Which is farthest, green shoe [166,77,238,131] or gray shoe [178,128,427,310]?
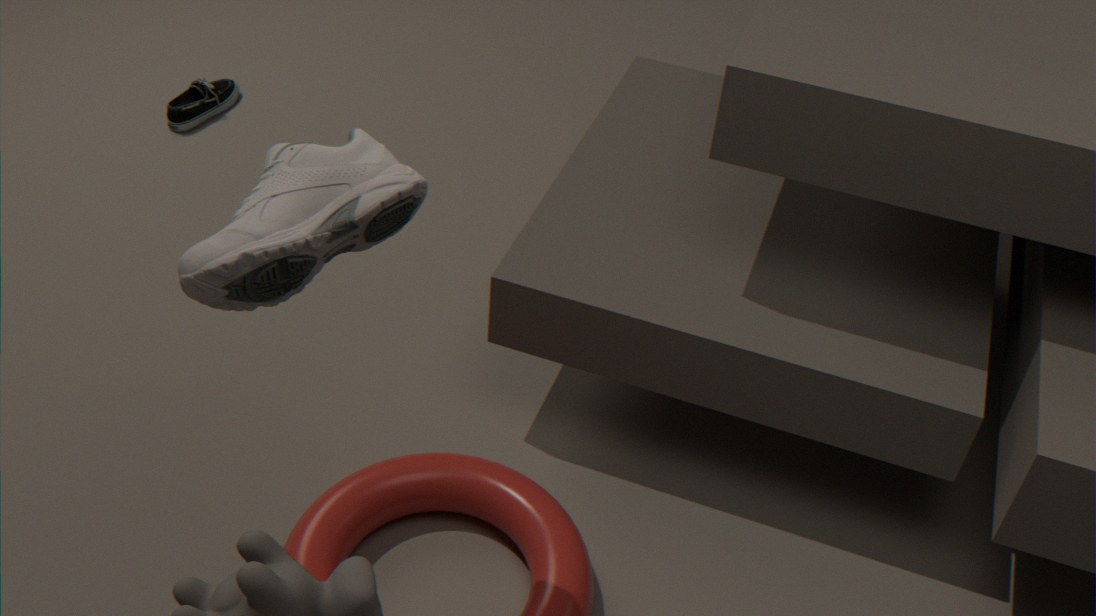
green shoe [166,77,238,131]
